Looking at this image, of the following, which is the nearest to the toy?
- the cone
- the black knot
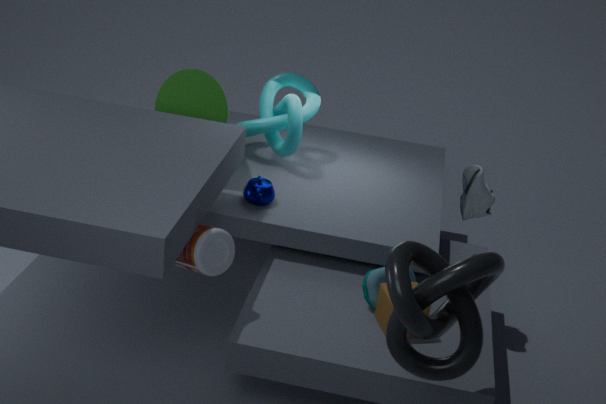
the black knot
